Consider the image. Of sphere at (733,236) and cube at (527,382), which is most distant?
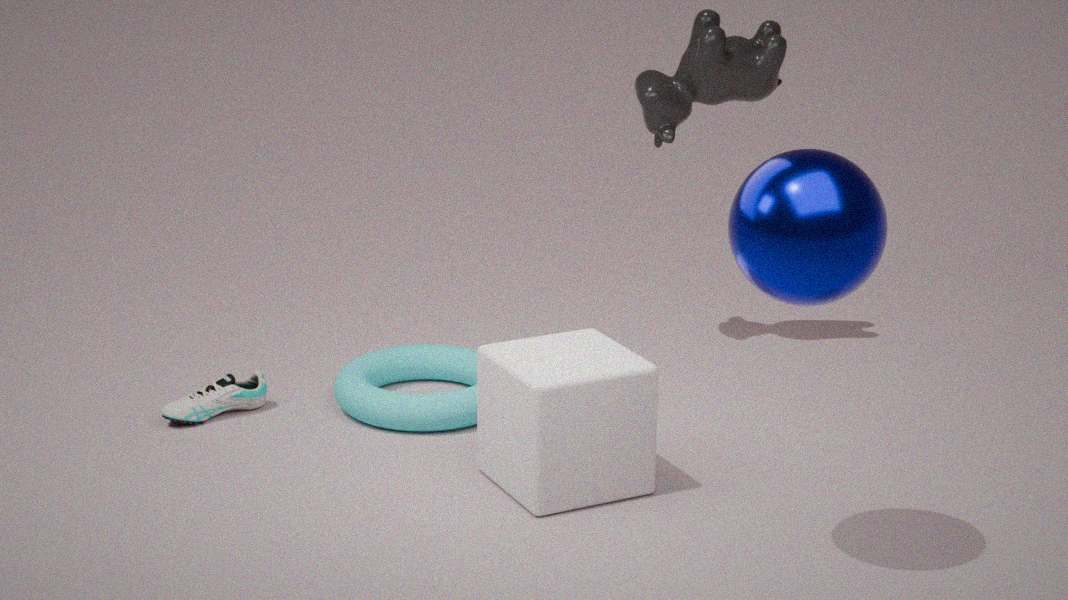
cube at (527,382)
